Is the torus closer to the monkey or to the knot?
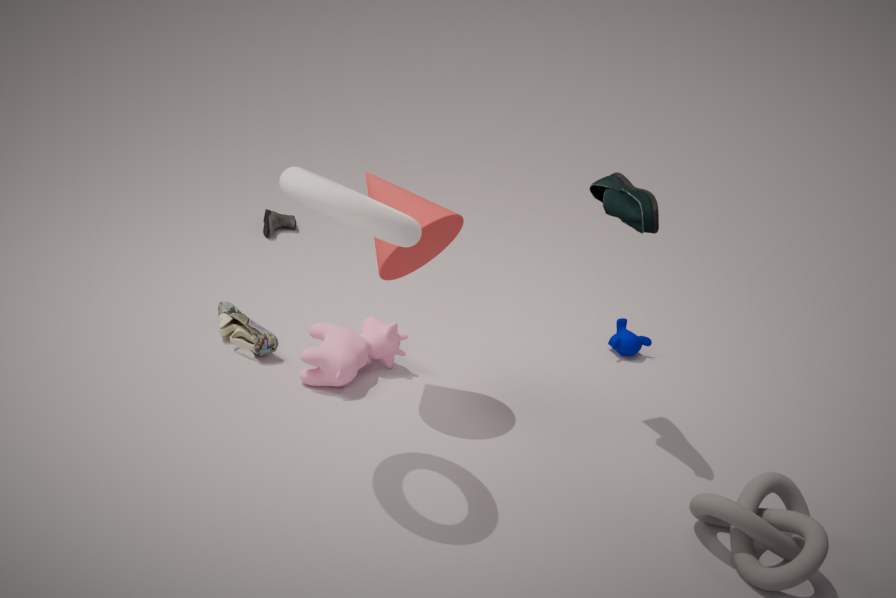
the knot
